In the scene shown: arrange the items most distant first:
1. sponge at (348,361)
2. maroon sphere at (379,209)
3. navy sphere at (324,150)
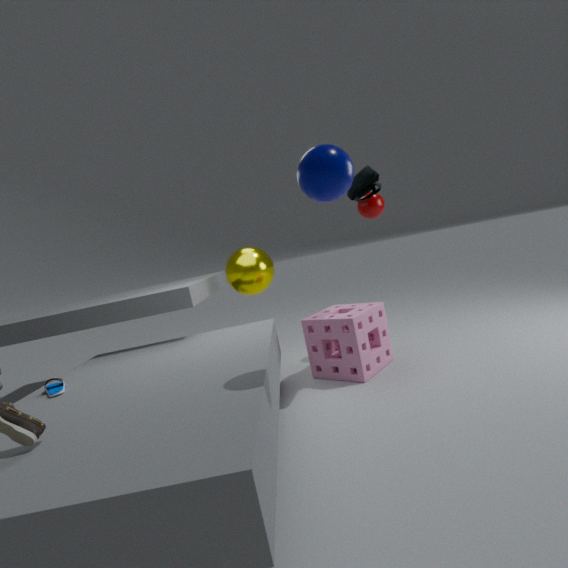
maroon sphere at (379,209) → sponge at (348,361) → navy sphere at (324,150)
